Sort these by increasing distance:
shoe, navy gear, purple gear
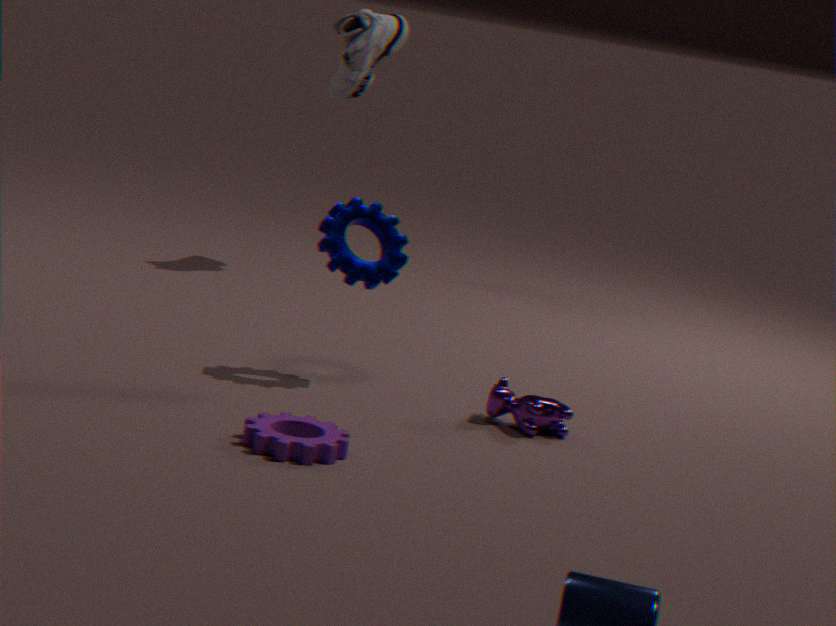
purple gear, navy gear, shoe
